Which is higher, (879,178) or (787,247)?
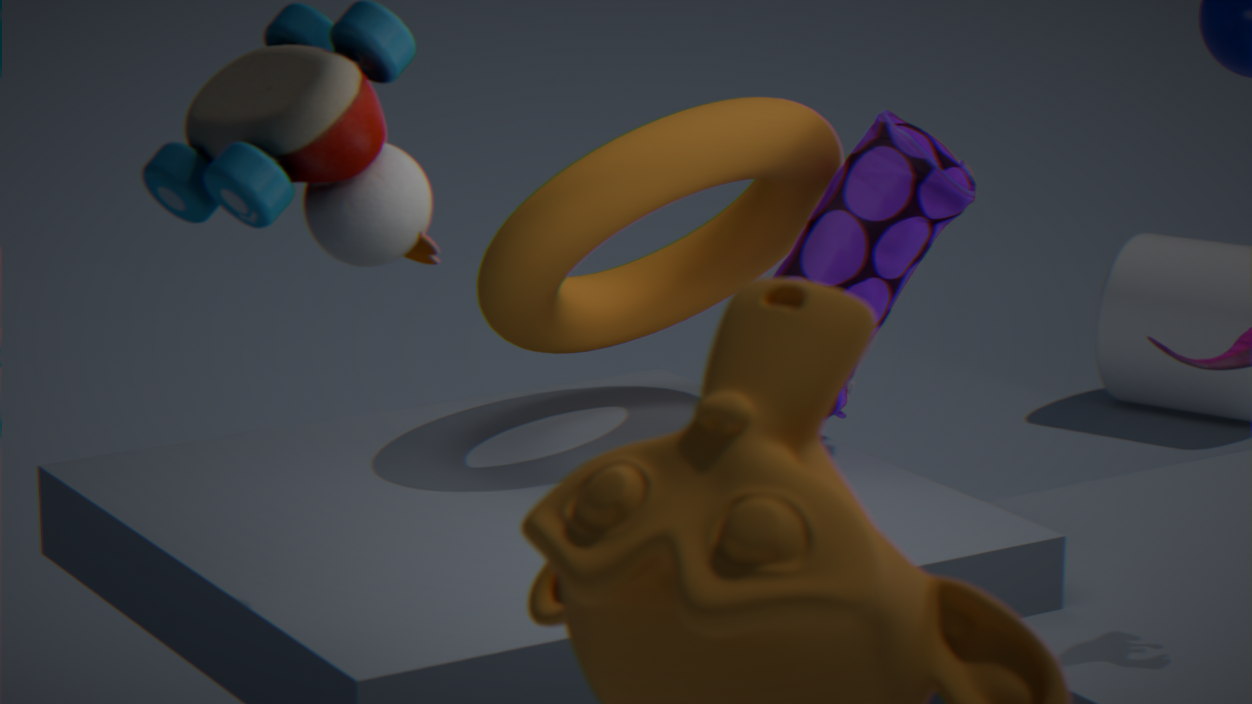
(787,247)
